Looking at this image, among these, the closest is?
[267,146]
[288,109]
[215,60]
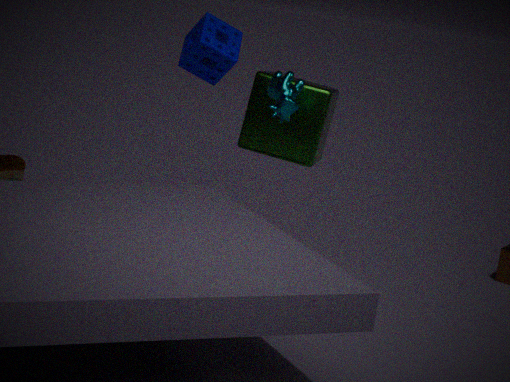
[215,60]
